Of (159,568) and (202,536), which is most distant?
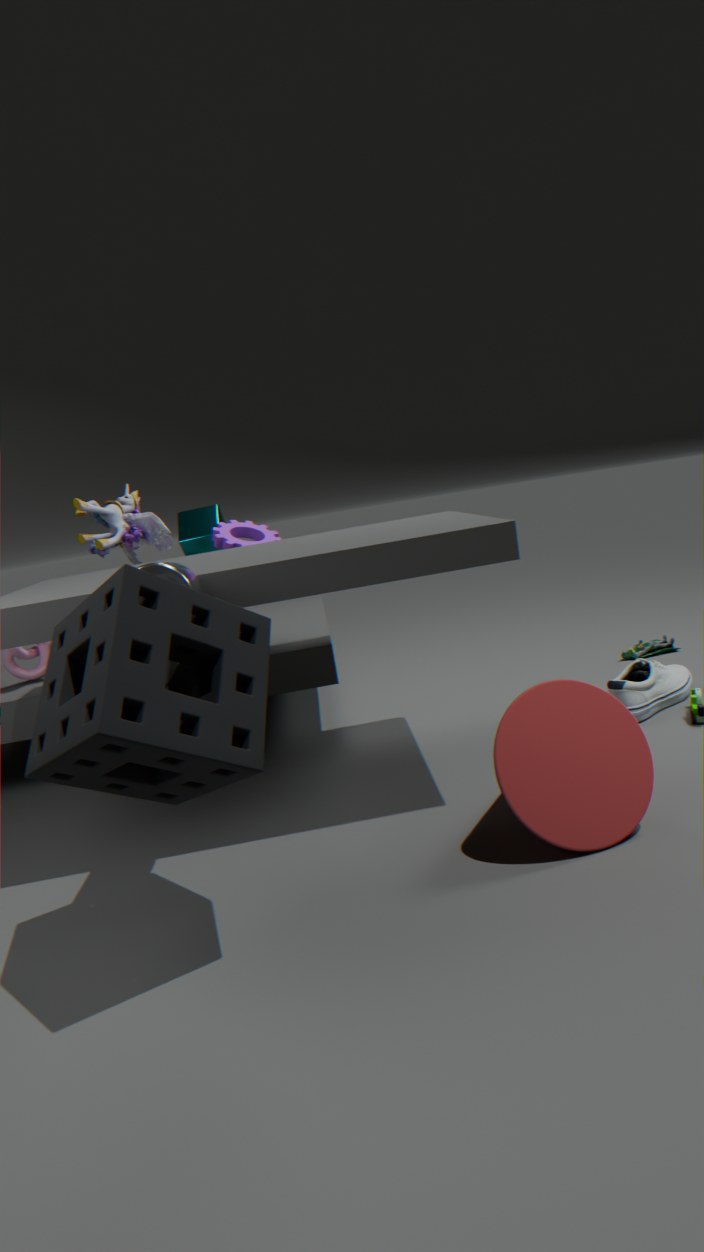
(202,536)
